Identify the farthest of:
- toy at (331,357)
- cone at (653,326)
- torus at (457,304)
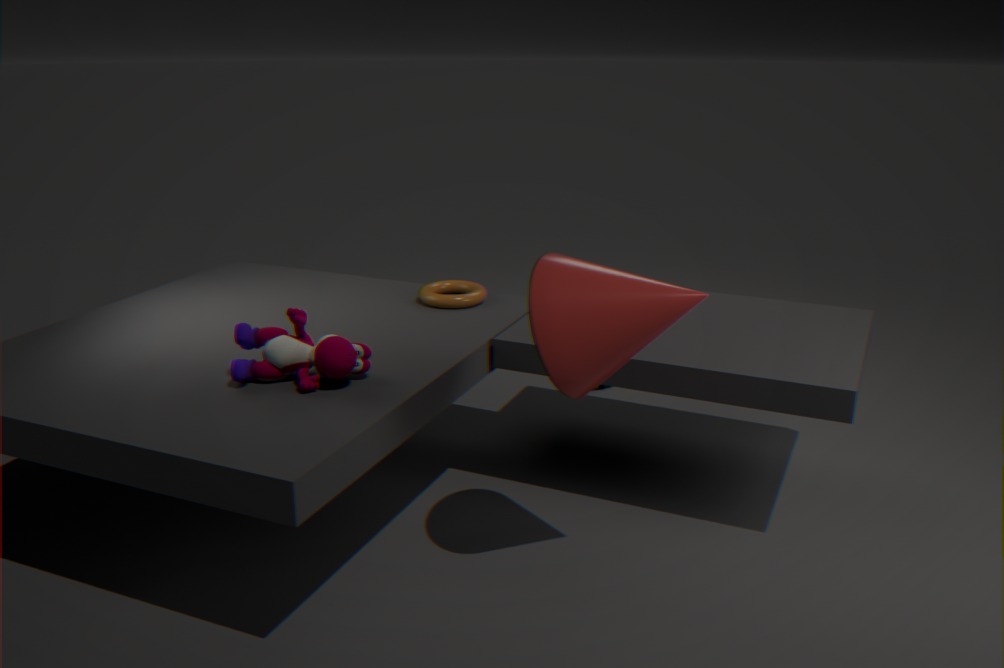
torus at (457,304)
